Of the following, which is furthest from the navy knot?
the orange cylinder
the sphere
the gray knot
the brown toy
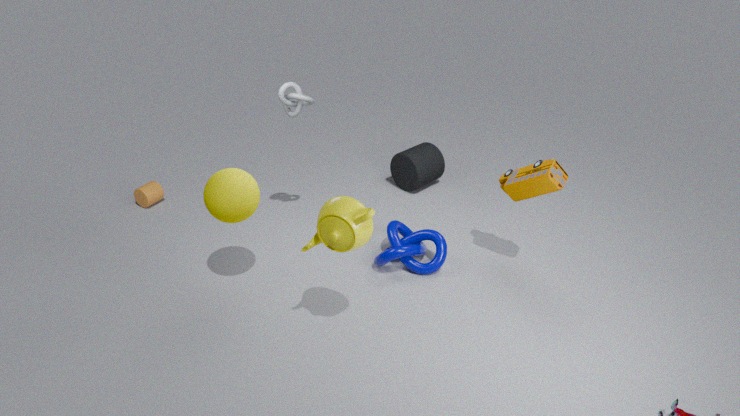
the orange cylinder
